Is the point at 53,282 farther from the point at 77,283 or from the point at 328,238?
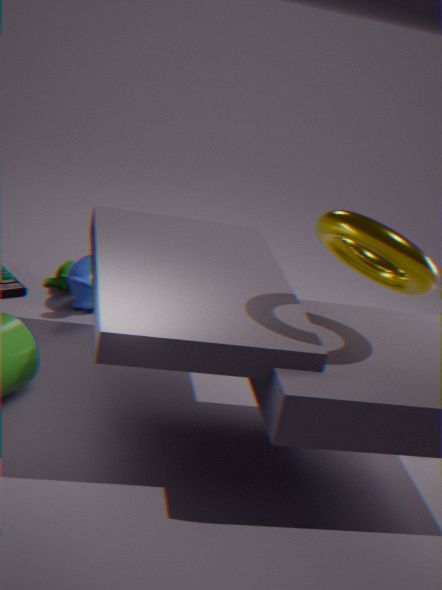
the point at 328,238
